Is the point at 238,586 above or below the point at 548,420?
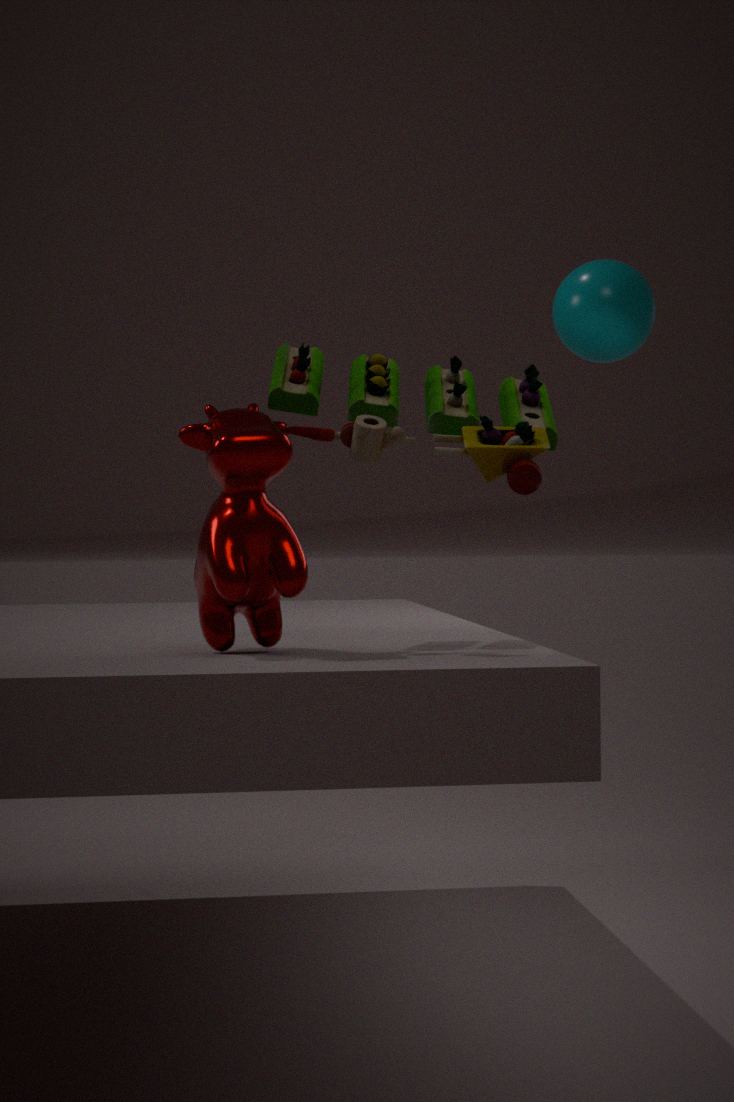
below
